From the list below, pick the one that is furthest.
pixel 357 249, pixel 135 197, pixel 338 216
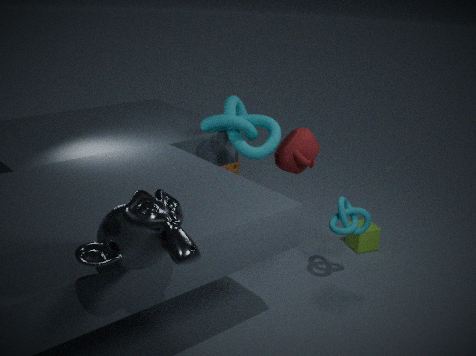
pixel 357 249
